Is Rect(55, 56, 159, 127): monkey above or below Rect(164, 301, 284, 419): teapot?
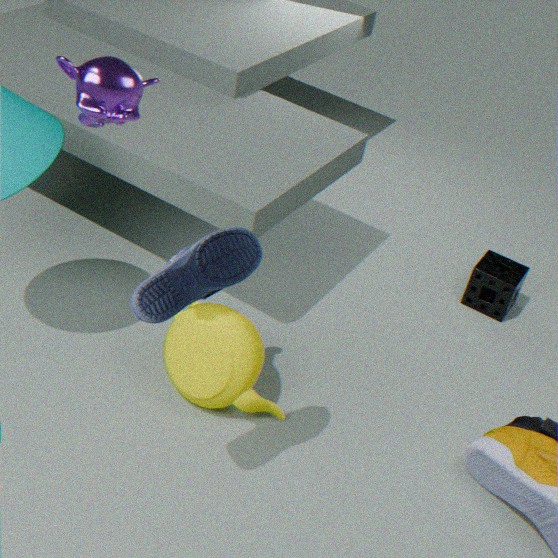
above
